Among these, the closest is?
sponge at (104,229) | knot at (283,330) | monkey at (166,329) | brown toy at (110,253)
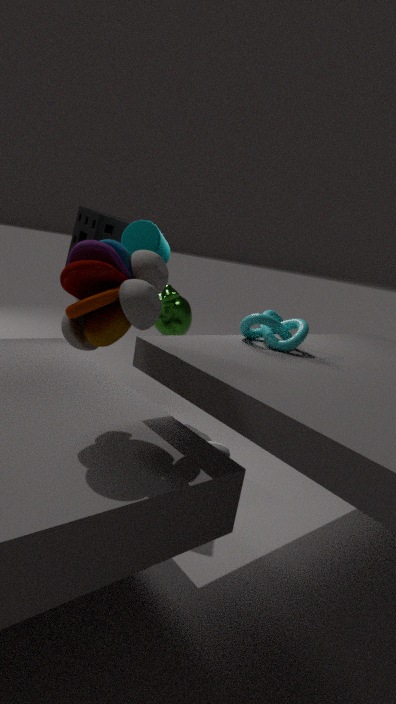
brown toy at (110,253)
